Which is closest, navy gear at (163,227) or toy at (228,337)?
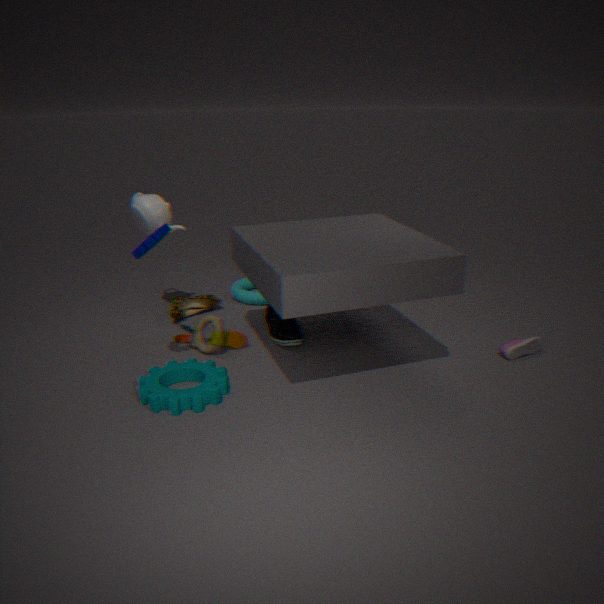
navy gear at (163,227)
